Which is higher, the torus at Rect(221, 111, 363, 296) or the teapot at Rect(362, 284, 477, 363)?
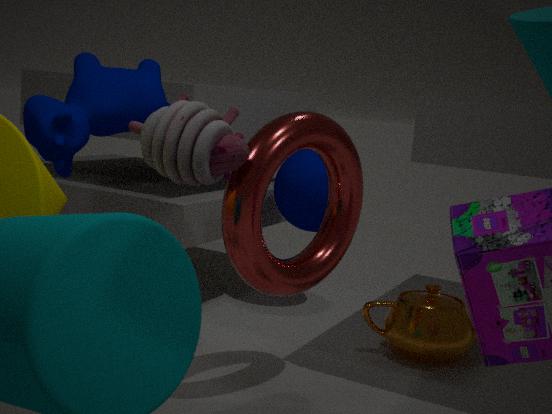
the torus at Rect(221, 111, 363, 296)
